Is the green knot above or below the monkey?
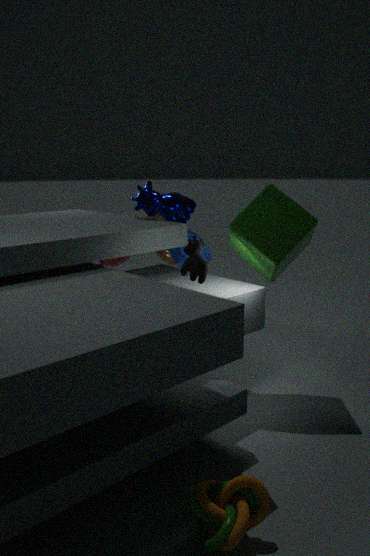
below
